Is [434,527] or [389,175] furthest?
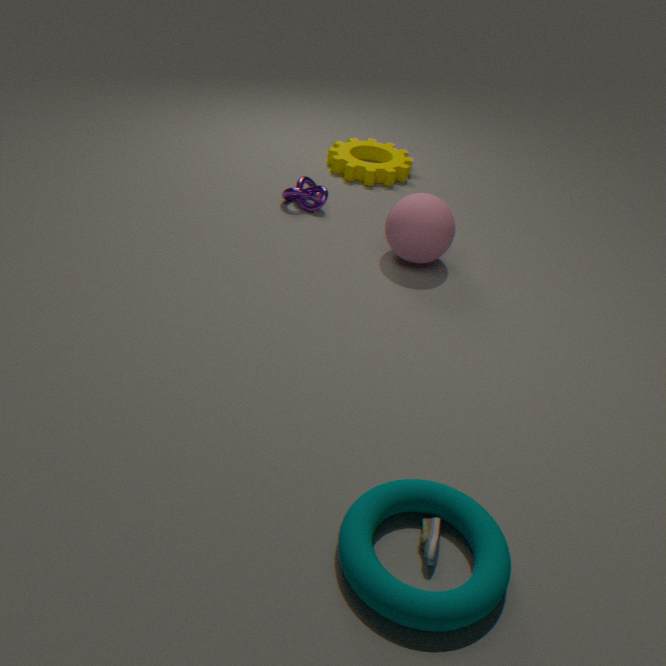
[389,175]
